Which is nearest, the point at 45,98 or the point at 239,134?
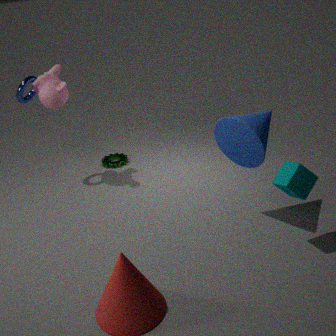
the point at 239,134
